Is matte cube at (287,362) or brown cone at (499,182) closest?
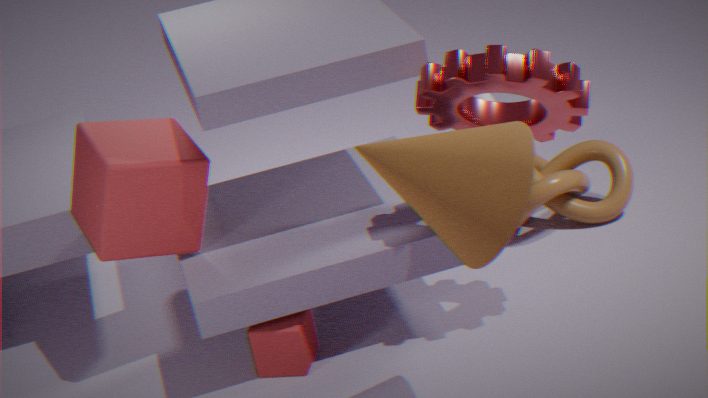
brown cone at (499,182)
